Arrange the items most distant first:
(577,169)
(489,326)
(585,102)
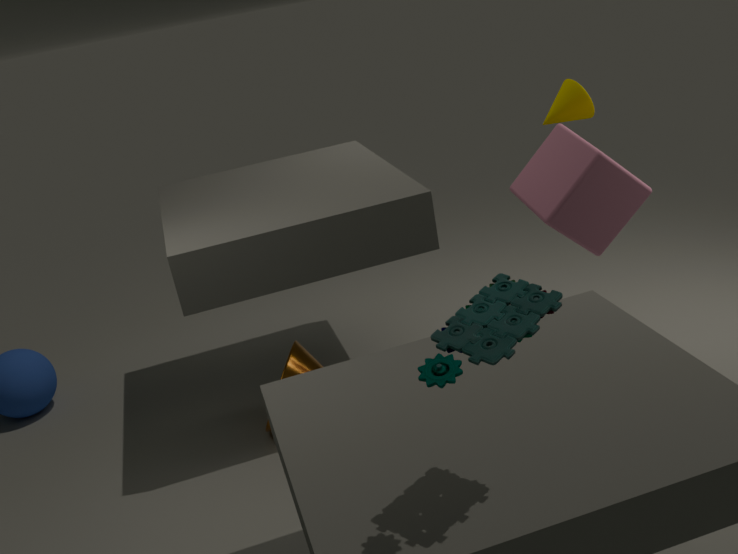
(585,102), (577,169), (489,326)
